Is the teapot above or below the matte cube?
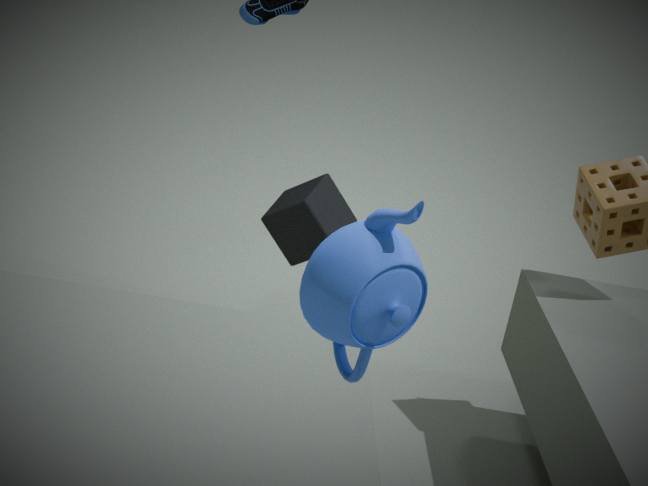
above
